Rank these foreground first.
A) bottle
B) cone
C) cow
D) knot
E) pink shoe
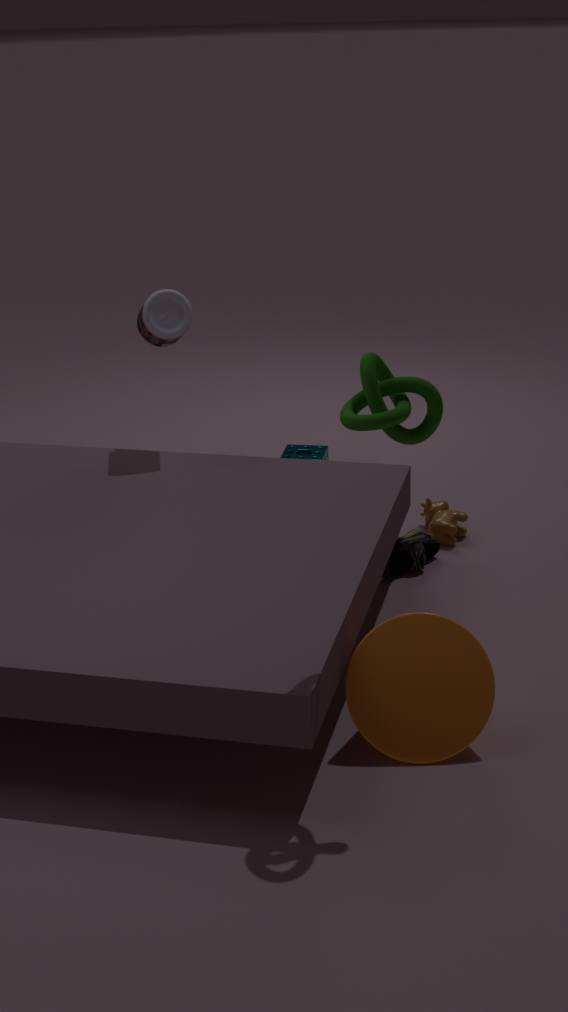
knot, cone, pink shoe, bottle, cow
